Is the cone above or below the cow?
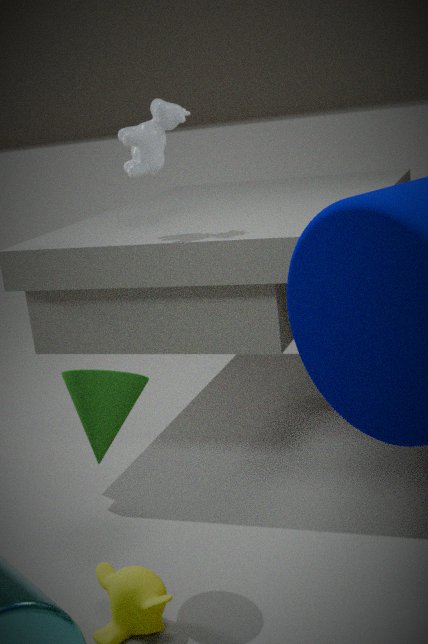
below
